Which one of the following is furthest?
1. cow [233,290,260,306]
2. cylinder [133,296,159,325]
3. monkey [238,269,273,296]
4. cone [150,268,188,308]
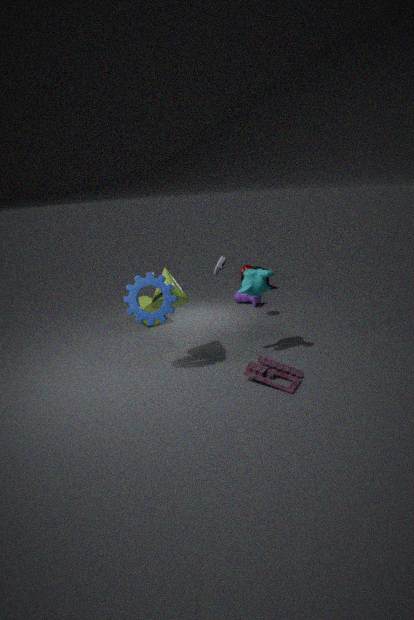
cow [233,290,260,306]
